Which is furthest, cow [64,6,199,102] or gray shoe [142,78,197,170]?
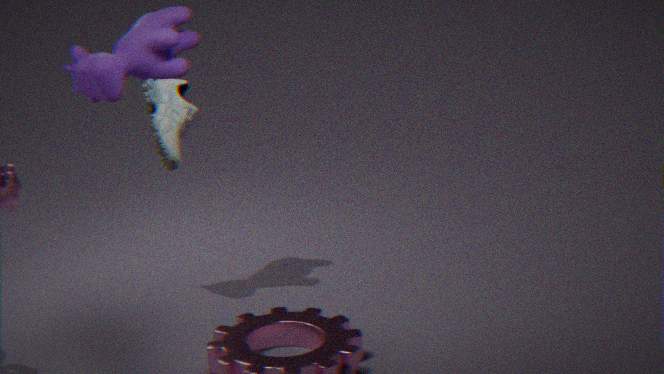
cow [64,6,199,102]
